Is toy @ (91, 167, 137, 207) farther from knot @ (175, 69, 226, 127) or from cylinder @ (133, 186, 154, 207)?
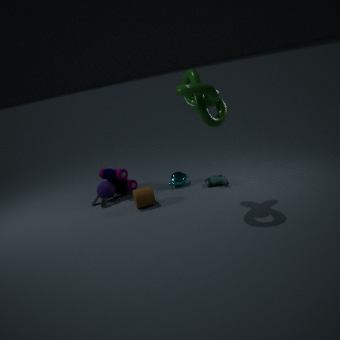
knot @ (175, 69, 226, 127)
